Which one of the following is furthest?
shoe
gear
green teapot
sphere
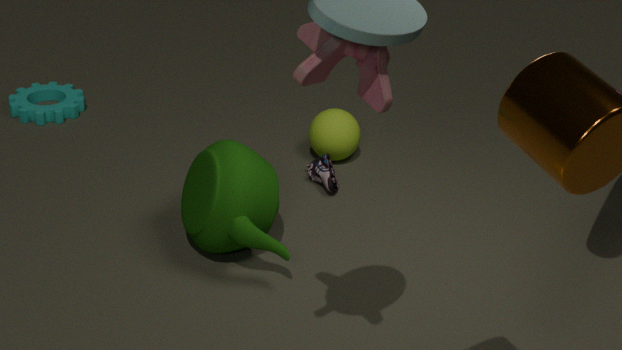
gear
